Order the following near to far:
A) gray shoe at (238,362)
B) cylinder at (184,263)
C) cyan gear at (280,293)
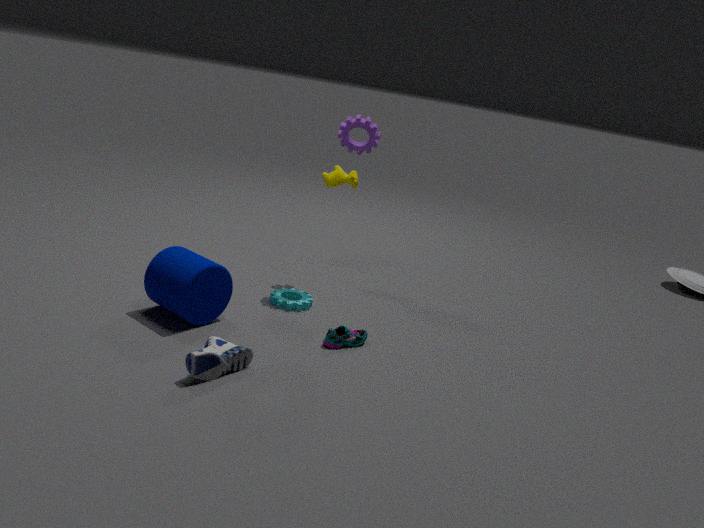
1. gray shoe at (238,362)
2. cylinder at (184,263)
3. cyan gear at (280,293)
